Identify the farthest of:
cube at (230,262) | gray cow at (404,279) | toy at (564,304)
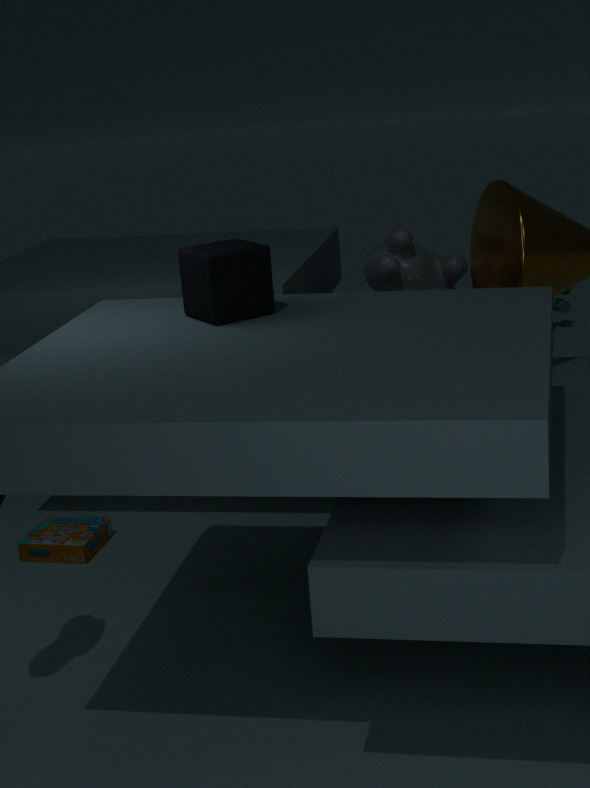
toy at (564,304)
